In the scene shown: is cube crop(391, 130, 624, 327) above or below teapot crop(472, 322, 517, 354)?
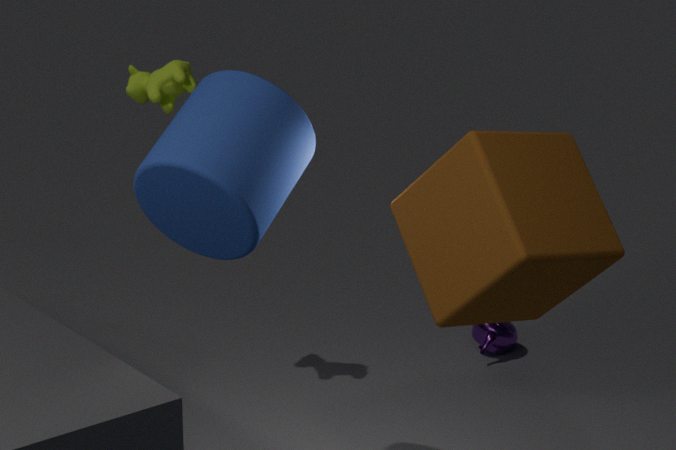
above
